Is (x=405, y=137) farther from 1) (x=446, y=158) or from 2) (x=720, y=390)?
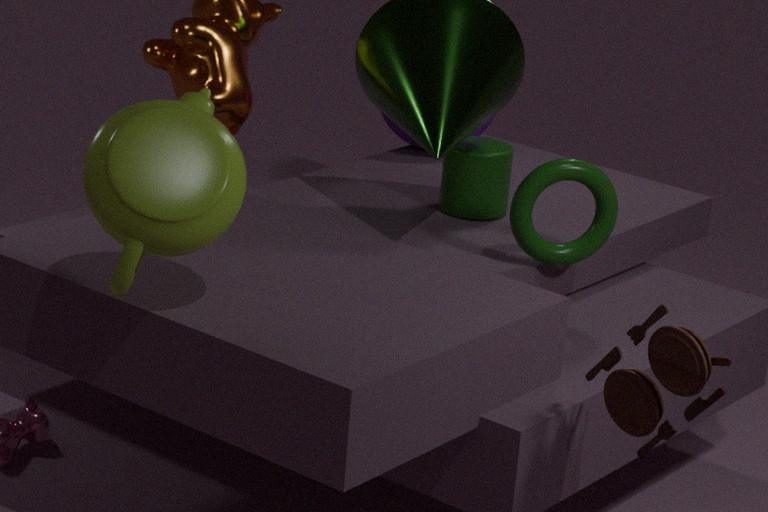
2) (x=720, y=390)
